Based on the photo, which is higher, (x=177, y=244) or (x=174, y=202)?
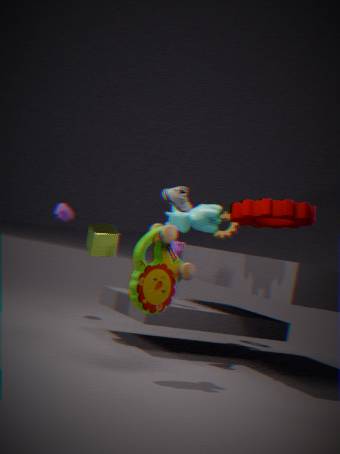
(x=174, y=202)
